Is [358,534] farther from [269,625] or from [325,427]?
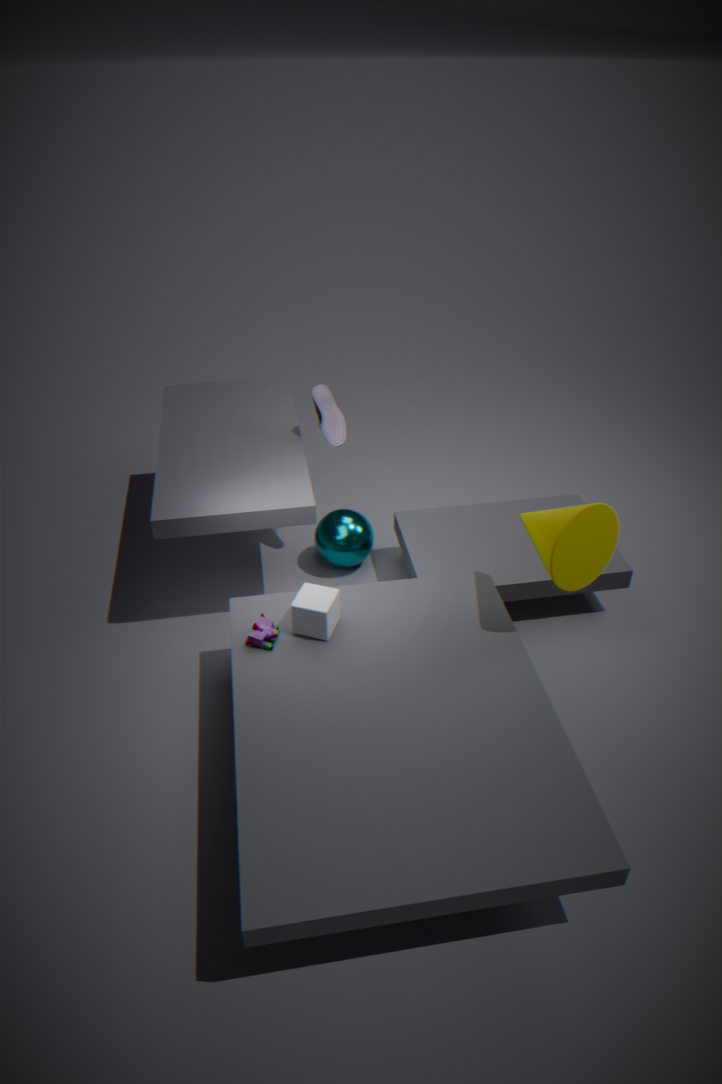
[269,625]
